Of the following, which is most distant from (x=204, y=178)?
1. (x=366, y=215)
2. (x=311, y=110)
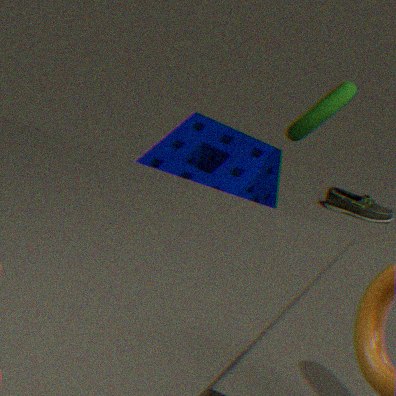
(x=366, y=215)
